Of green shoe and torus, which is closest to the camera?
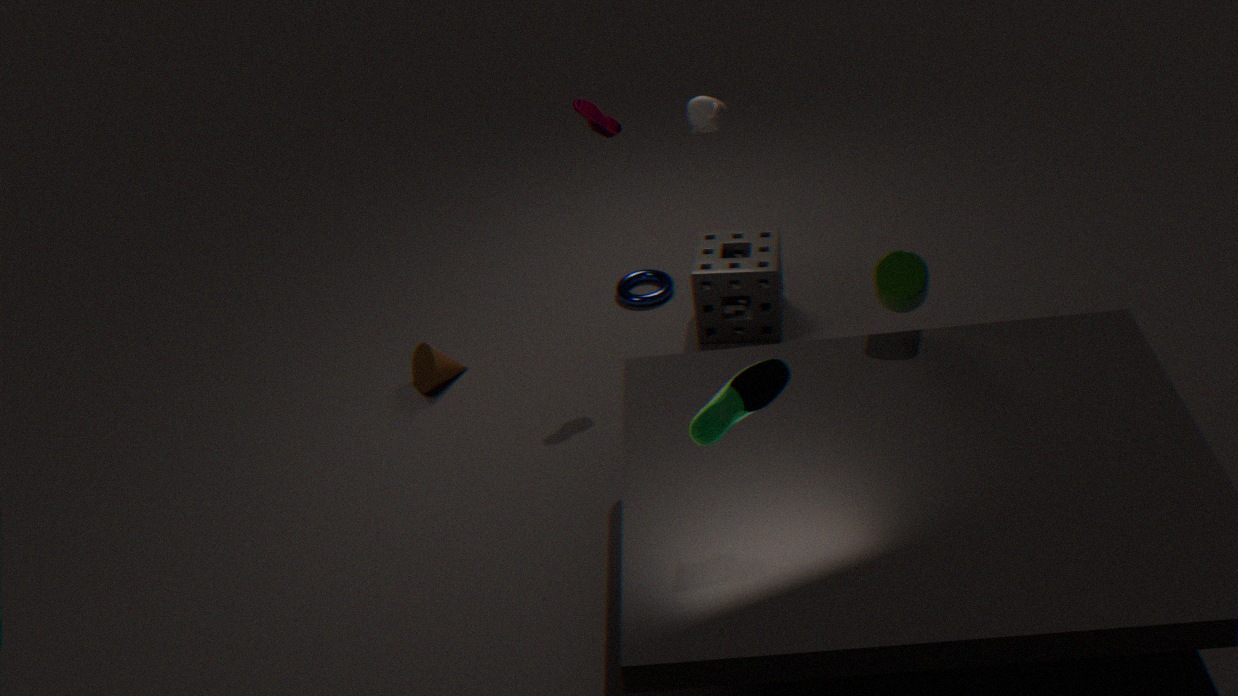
green shoe
